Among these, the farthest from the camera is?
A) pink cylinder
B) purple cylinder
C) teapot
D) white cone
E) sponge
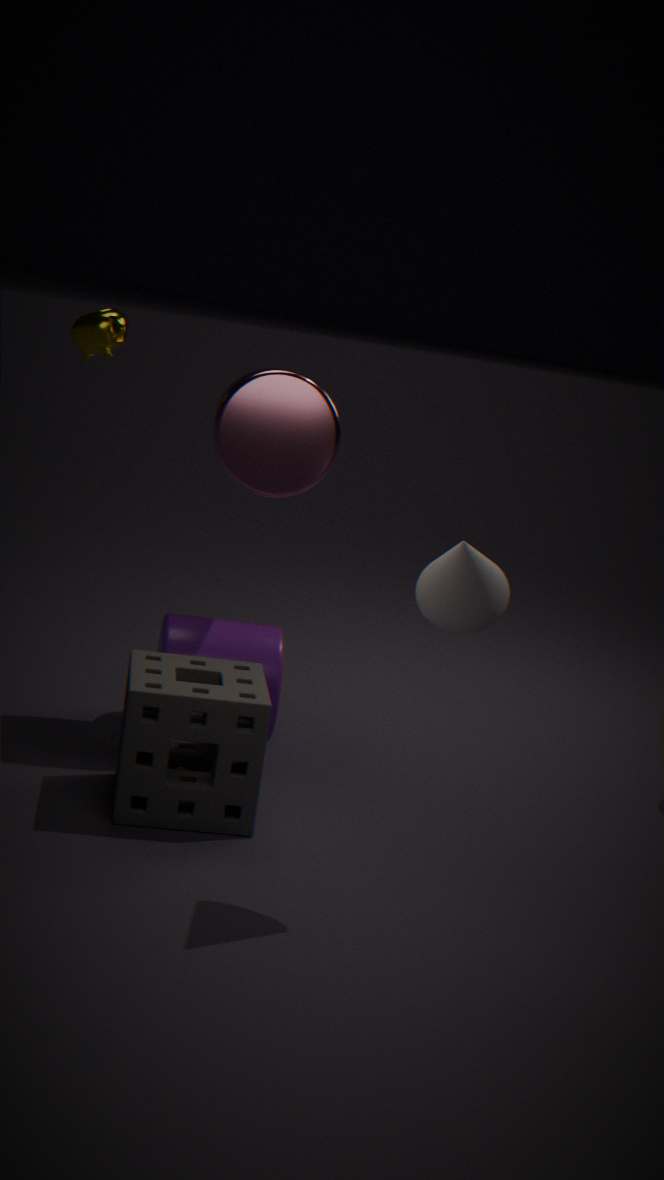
purple cylinder
